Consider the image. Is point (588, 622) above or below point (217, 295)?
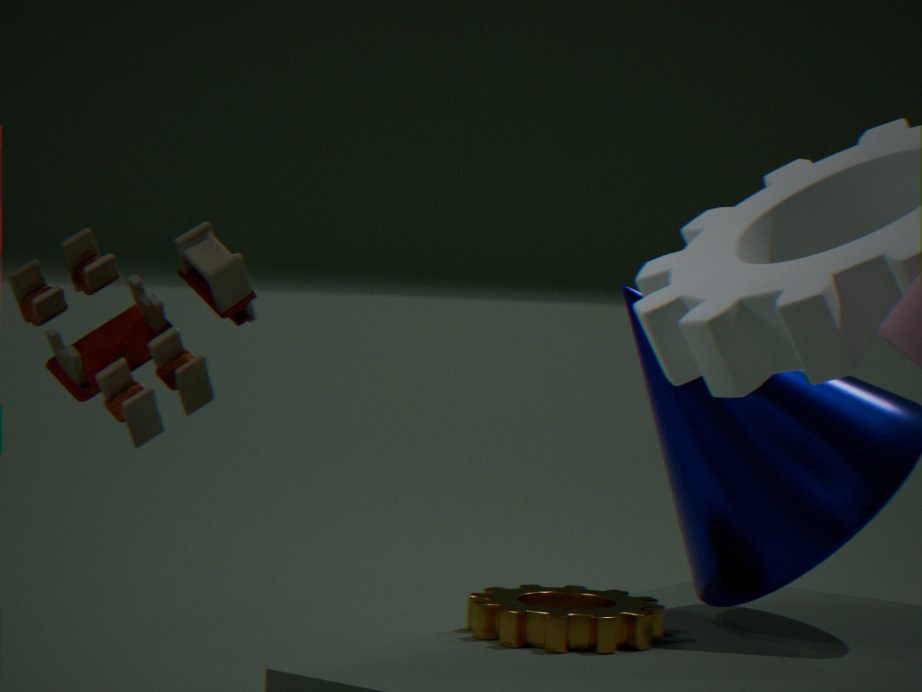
below
